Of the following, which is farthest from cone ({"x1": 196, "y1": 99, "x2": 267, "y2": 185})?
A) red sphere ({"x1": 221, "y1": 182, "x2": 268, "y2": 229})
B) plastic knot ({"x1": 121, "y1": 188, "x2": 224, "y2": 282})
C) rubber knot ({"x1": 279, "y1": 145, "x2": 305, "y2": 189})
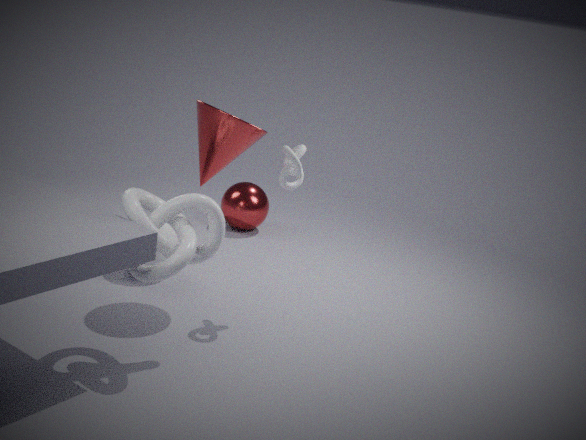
red sphere ({"x1": 221, "y1": 182, "x2": 268, "y2": 229})
